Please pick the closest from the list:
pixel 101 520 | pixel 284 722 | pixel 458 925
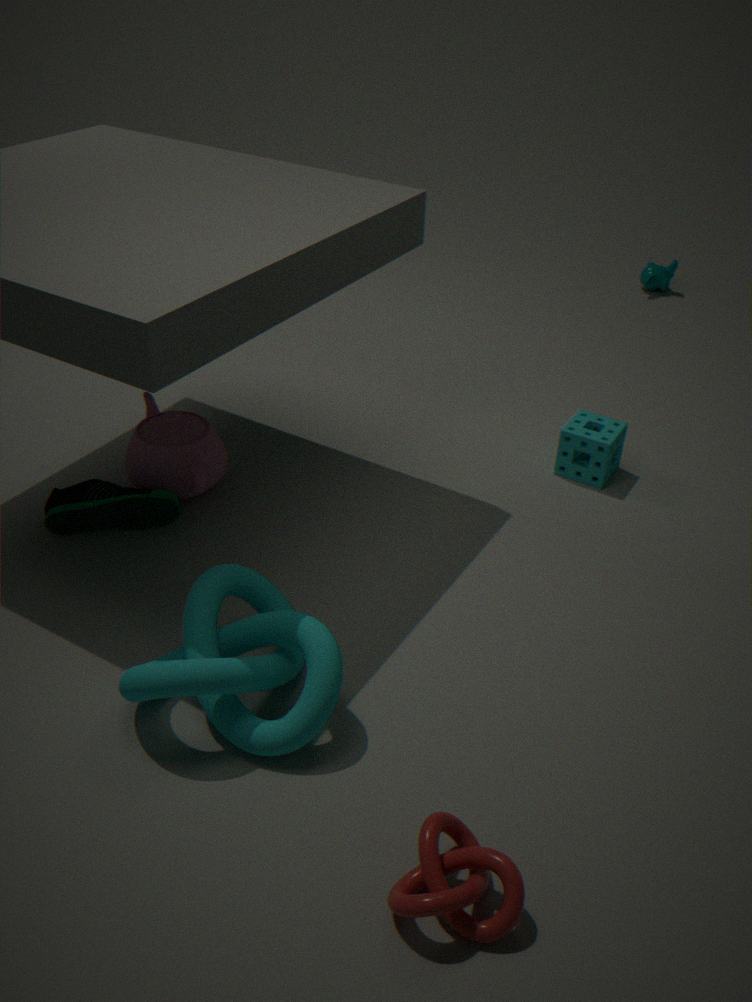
pixel 458 925
